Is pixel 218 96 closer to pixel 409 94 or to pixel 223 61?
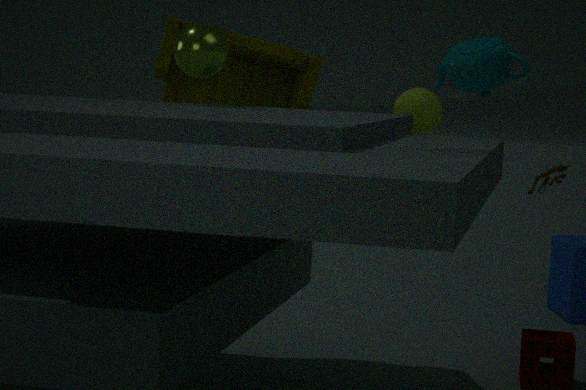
pixel 223 61
